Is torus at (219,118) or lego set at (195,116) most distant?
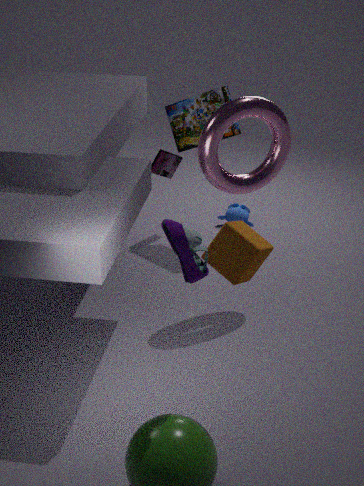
lego set at (195,116)
